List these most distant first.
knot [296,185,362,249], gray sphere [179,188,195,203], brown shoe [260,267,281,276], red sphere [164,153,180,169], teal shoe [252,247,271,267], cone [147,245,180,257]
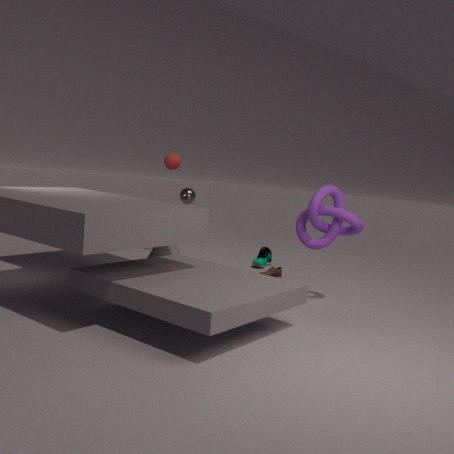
gray sphere [179,188,195,203], red sphere [164,153,180,169], teal shoe [252,247,271,267], brown shoe [260,267,281,276], cone [147,245,180,257], knot [296,185,362,249]
